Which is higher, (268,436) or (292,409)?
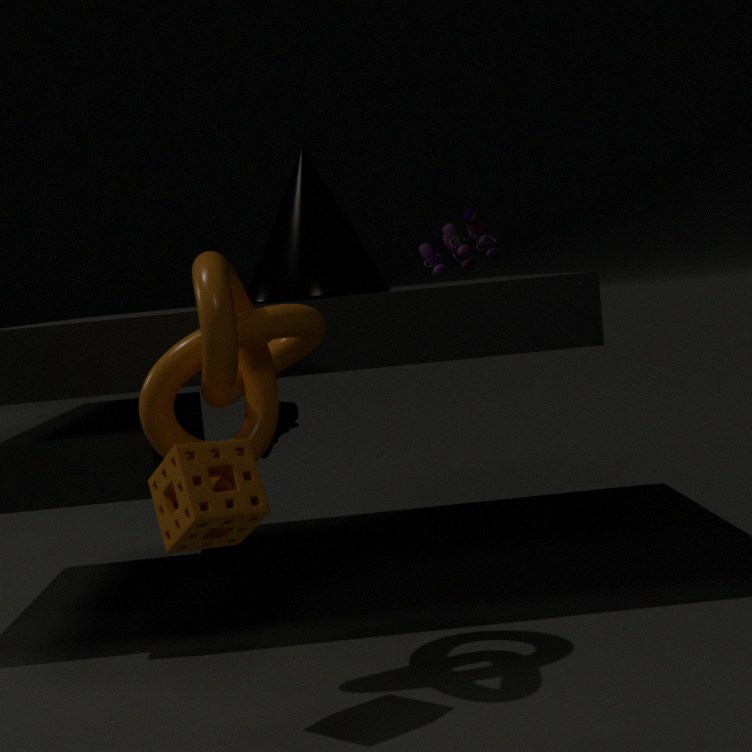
(268,436)
